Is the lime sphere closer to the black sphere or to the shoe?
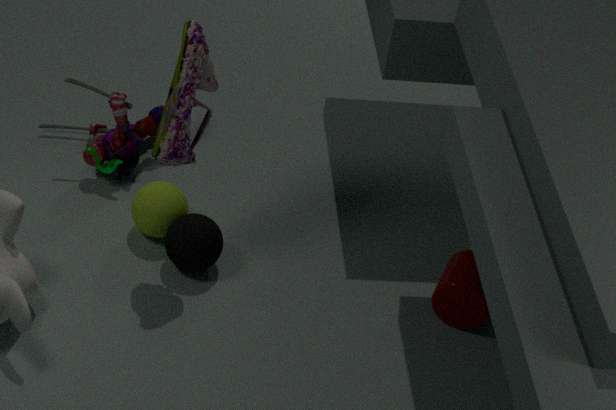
the black sphere
